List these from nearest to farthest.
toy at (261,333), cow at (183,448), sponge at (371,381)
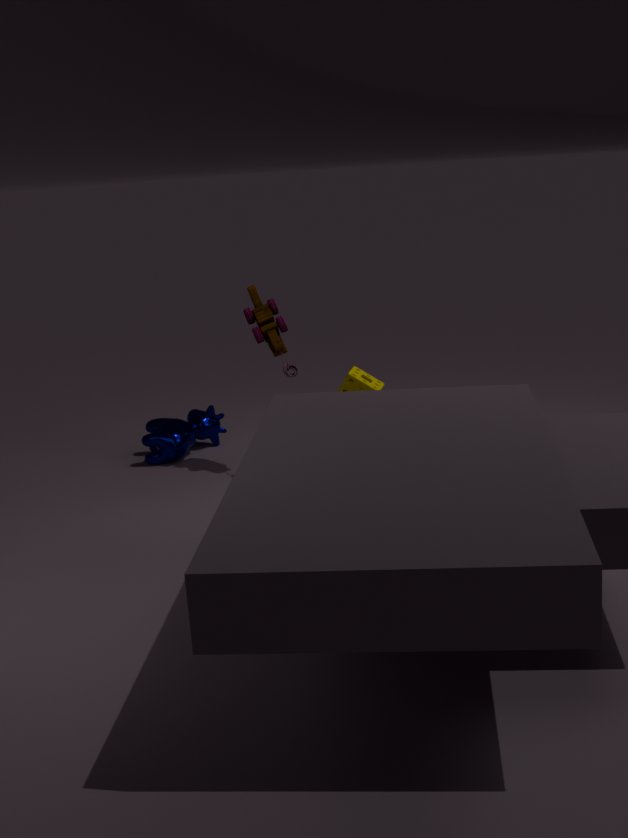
1. sponge at (371,381)
2. toy at (261,333)
3. cow at (183,448)
